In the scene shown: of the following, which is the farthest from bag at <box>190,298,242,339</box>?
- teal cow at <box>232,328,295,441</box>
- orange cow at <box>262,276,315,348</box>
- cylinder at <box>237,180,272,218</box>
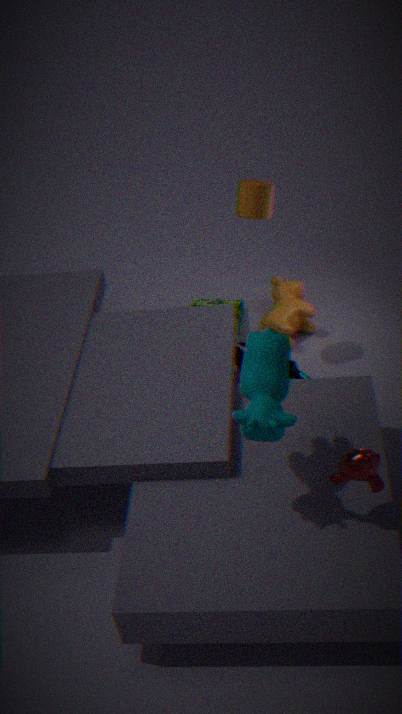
teal cow at <box>232,328,295,441</box>
